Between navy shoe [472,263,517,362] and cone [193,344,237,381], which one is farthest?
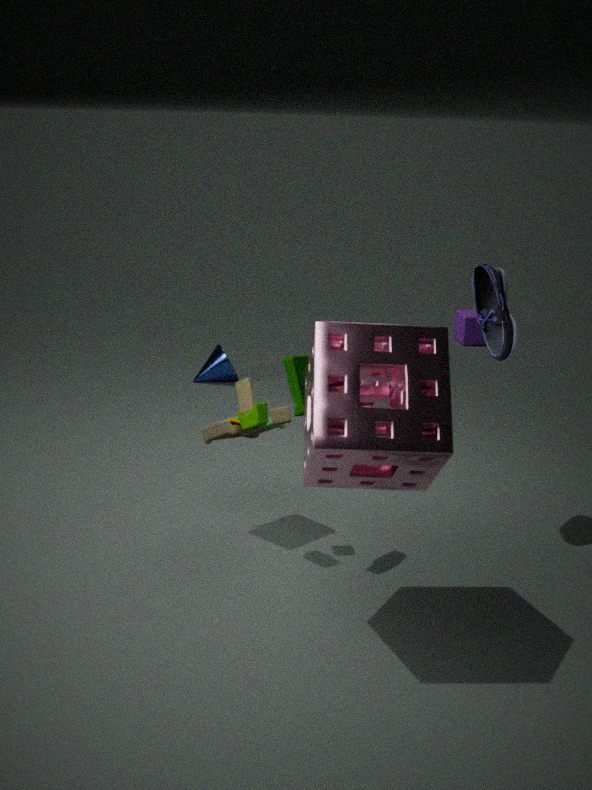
cone [193,344,237,381]
